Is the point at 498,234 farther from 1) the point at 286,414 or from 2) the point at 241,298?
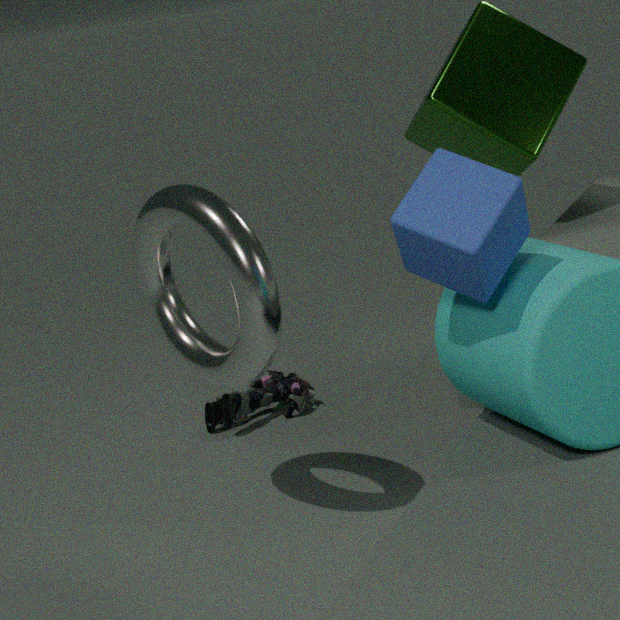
1) the point at 286,414
